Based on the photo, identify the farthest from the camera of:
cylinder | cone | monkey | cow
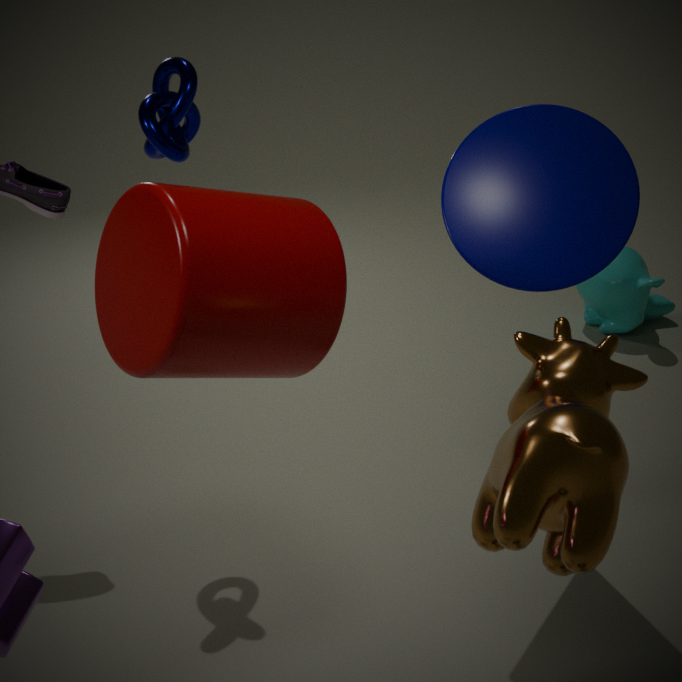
monkey
